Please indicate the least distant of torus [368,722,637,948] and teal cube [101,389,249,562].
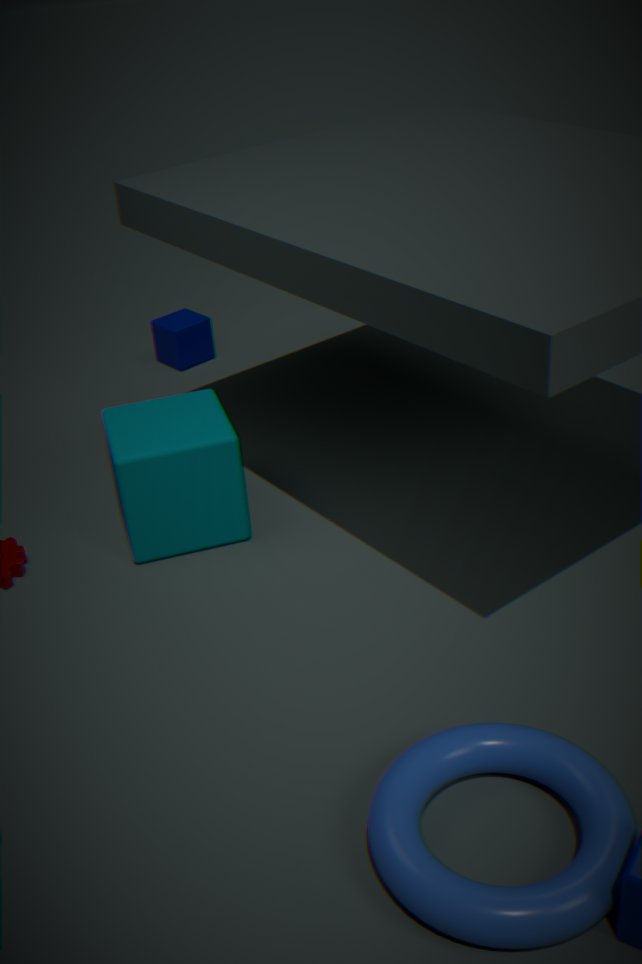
torus [368,722,637,948]
